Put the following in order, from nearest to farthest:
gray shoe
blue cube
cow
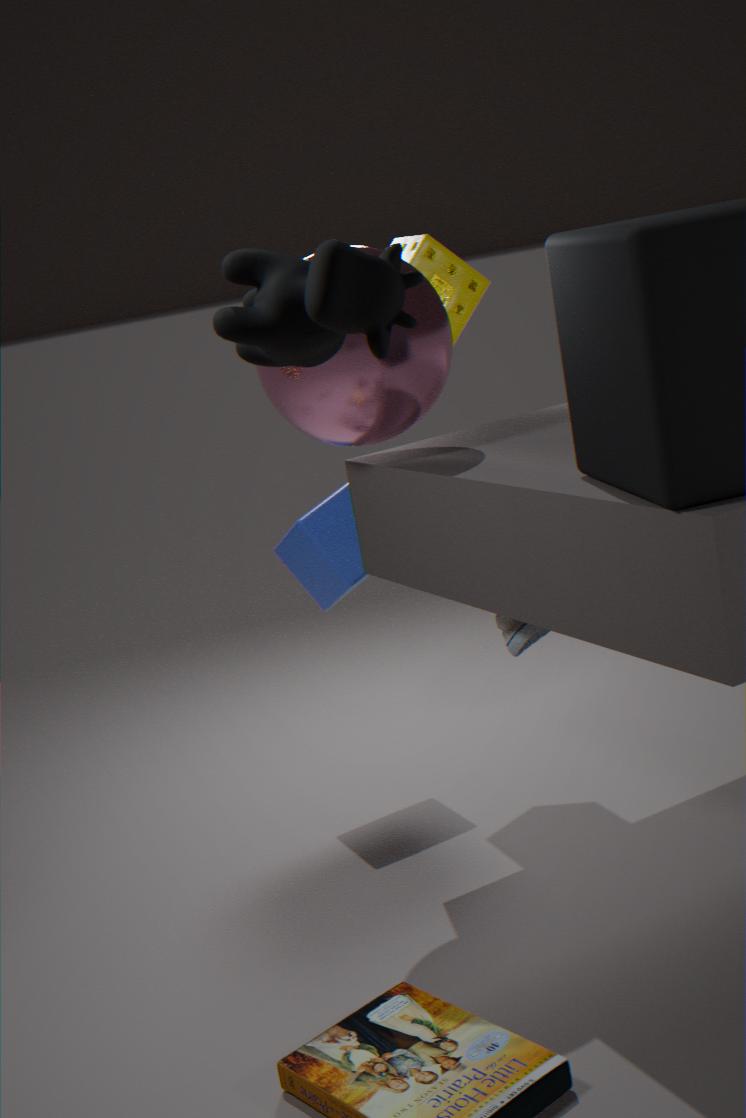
cow < gray shoe < blue cube
